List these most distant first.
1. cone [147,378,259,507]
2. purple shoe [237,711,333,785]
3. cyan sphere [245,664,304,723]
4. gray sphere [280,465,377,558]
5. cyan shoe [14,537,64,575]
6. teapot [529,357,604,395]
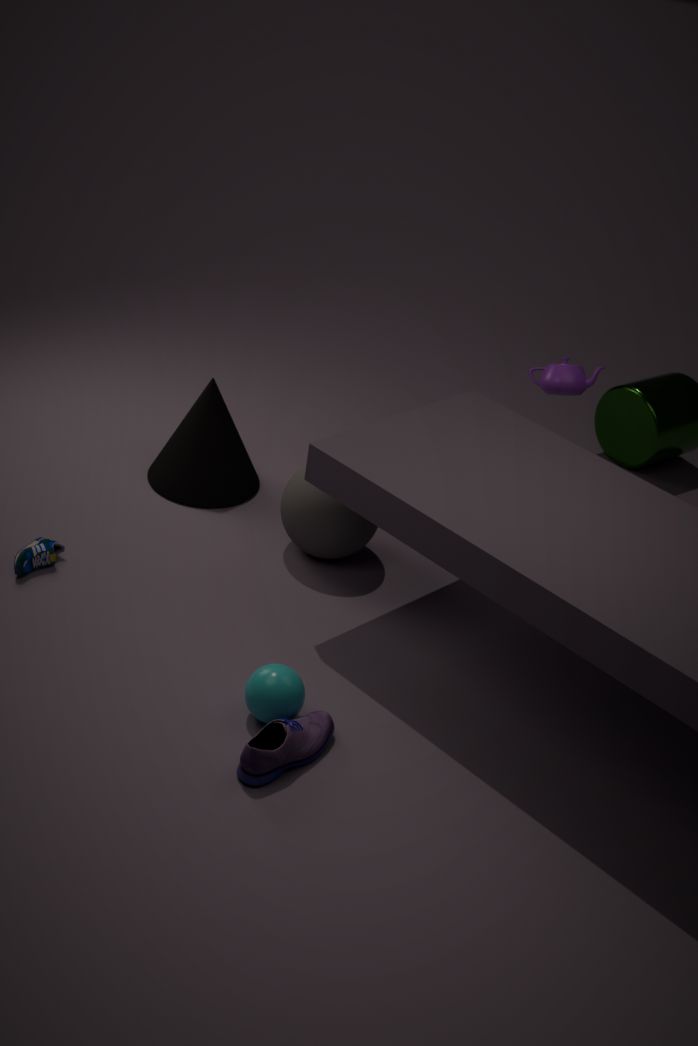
cone [147,378,259,507]
teapot [529,357,604,395]
gray sphere [280,465,377,558]
cyan shoe [14,537,64,575]
cyan sphere [245,664,304,723]
purple shoe [237,711,333,785]
